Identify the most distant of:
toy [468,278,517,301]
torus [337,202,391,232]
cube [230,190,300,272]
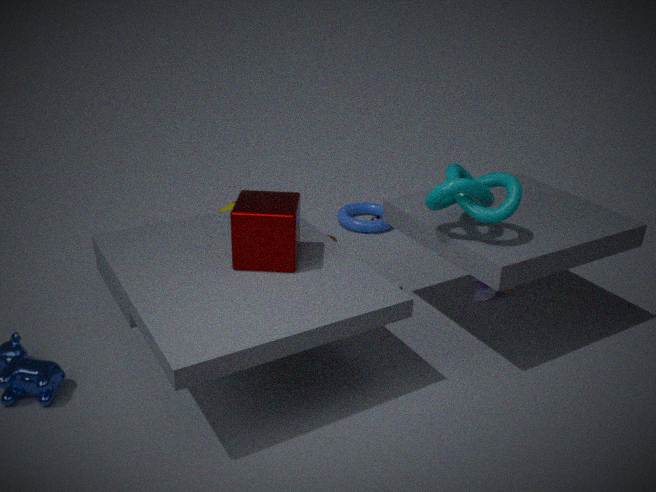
torus [337,202,391,232]
